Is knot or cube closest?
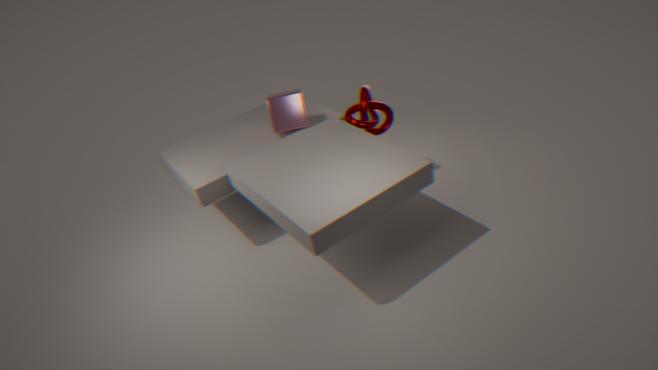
cube
